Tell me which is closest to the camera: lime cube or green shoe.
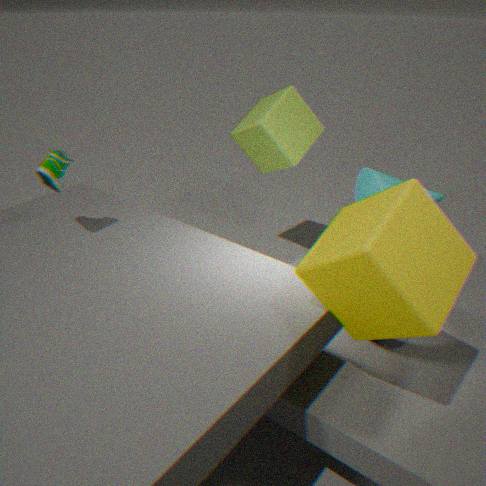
green shoe
